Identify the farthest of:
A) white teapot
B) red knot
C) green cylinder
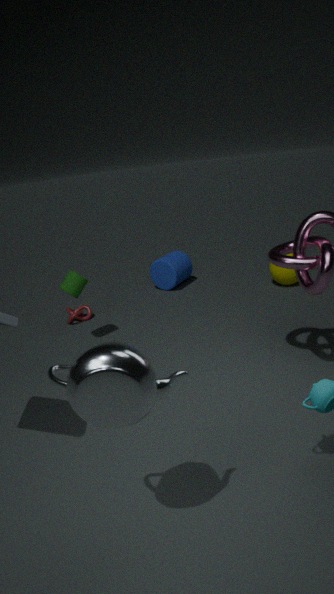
red knot
